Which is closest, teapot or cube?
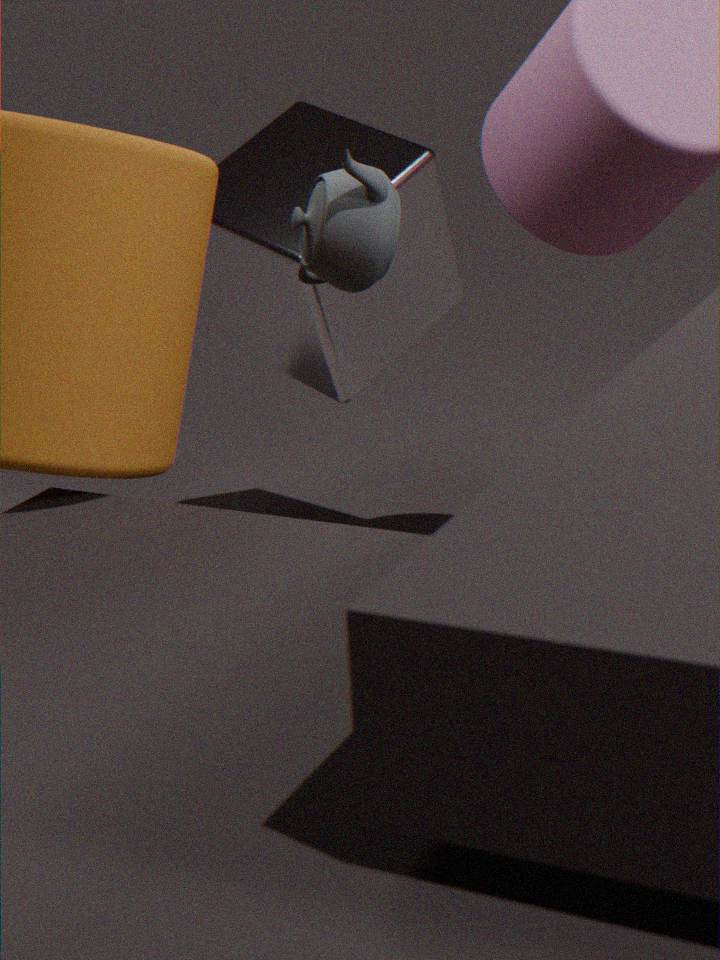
teapot
